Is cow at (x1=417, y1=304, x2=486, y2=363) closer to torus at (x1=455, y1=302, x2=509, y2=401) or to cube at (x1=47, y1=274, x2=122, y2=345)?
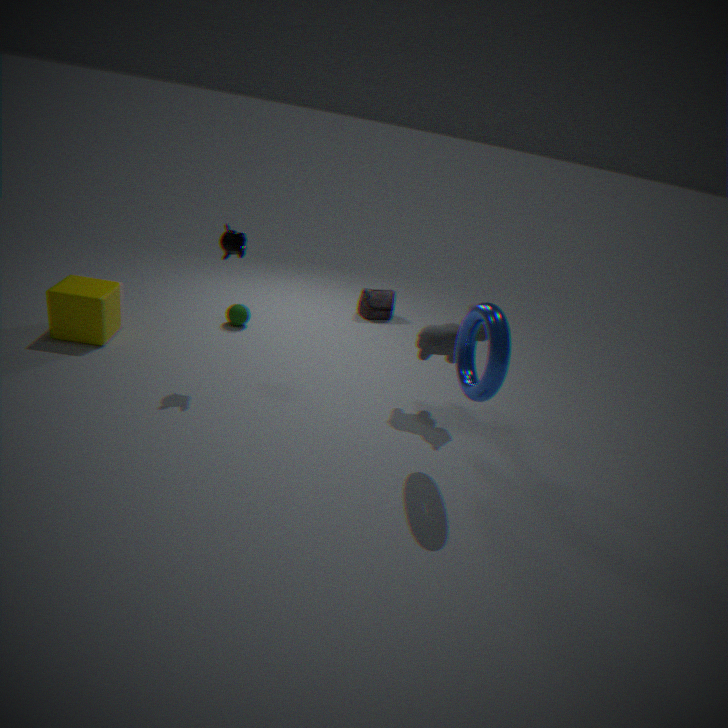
torus at (x1=455, y1=302, x2=509, y2=401)
